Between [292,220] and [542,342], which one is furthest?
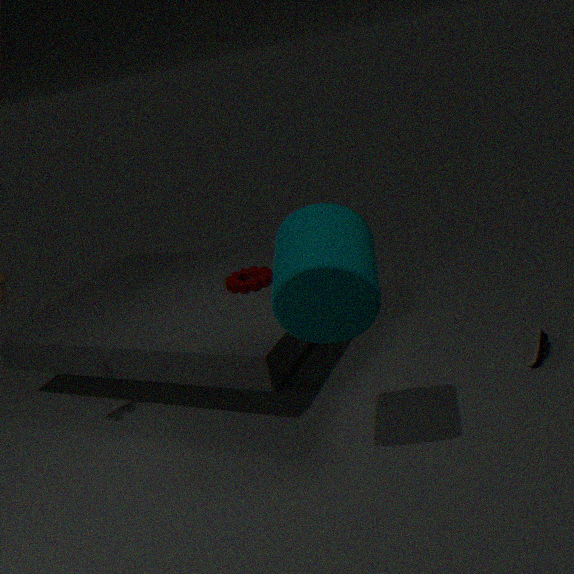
[542,342]
